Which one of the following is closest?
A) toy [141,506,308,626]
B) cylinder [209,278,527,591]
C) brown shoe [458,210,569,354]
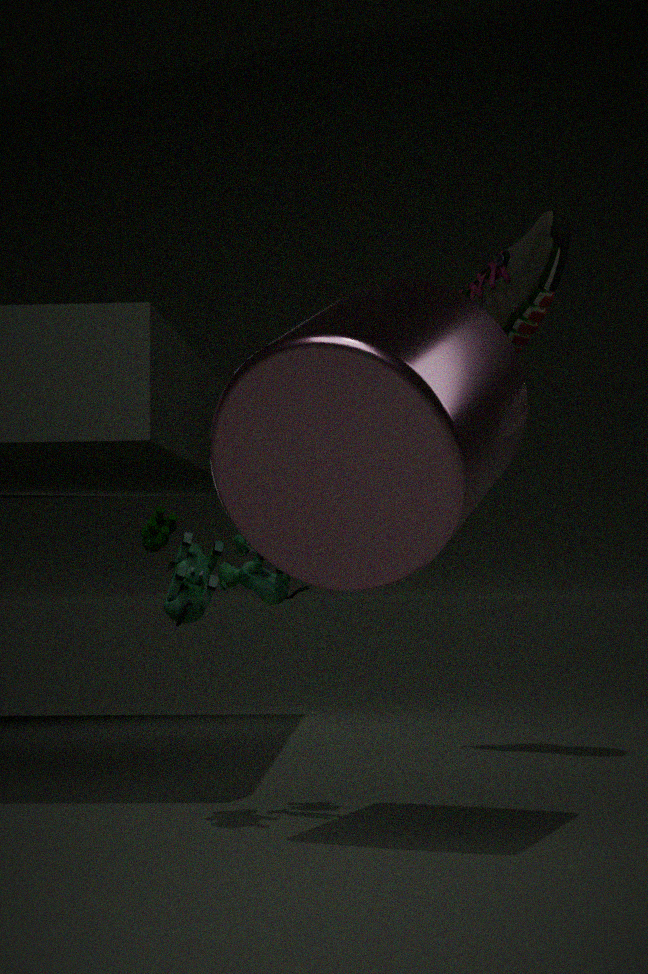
cylinder [209,278,527,591]
